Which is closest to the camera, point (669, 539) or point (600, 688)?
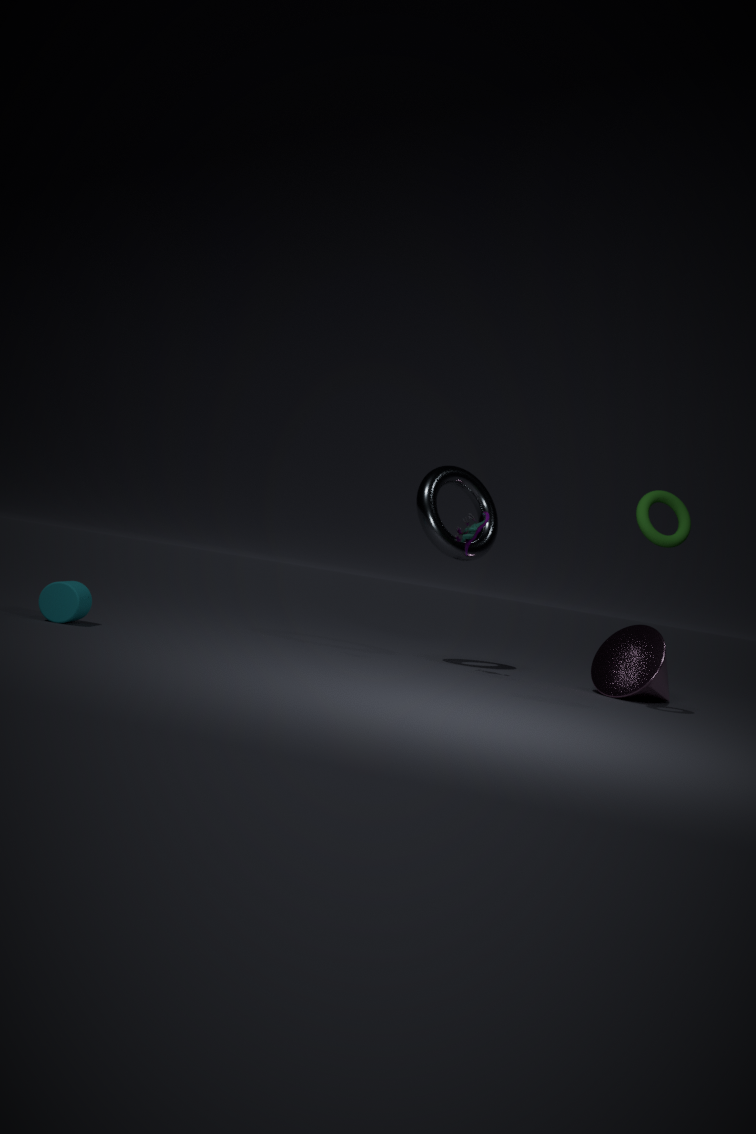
point (669, 539)
